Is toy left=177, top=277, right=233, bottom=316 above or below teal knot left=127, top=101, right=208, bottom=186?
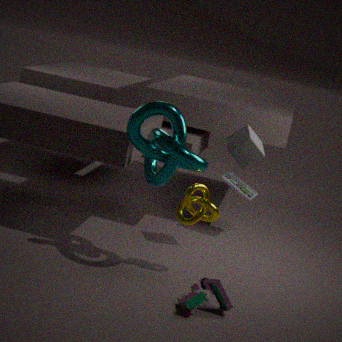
below
